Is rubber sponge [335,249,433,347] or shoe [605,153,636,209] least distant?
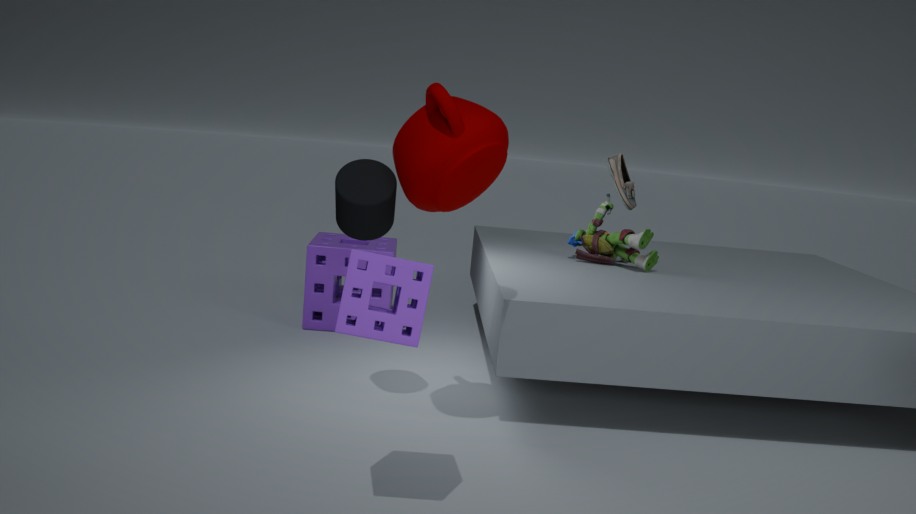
rubber sponge [335,249,433,347]
